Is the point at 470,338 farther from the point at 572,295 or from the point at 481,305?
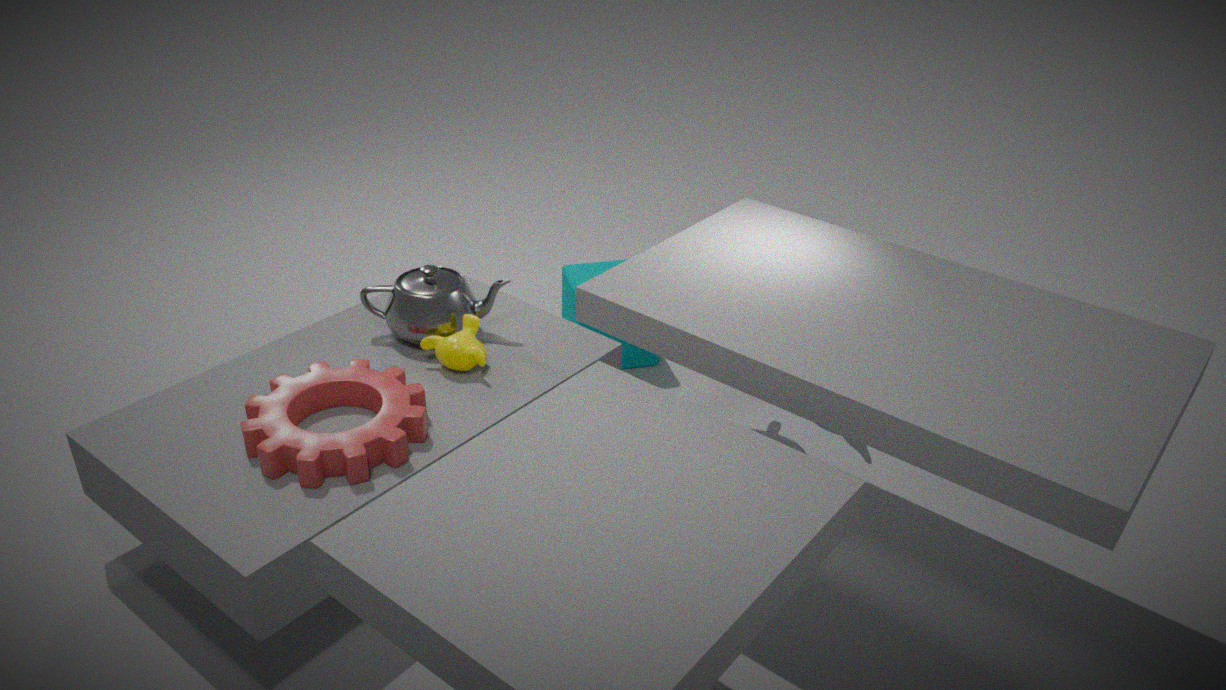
the point at 572,295
